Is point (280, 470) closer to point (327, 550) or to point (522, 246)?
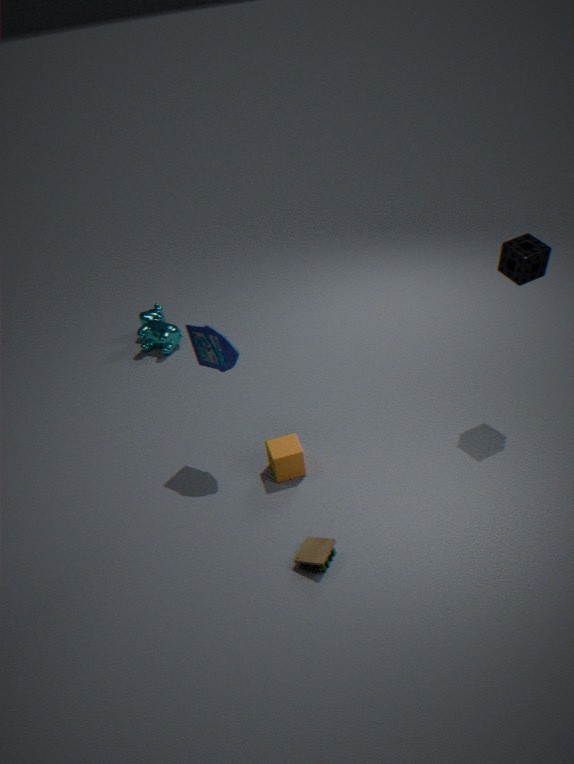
point (327, 550)
